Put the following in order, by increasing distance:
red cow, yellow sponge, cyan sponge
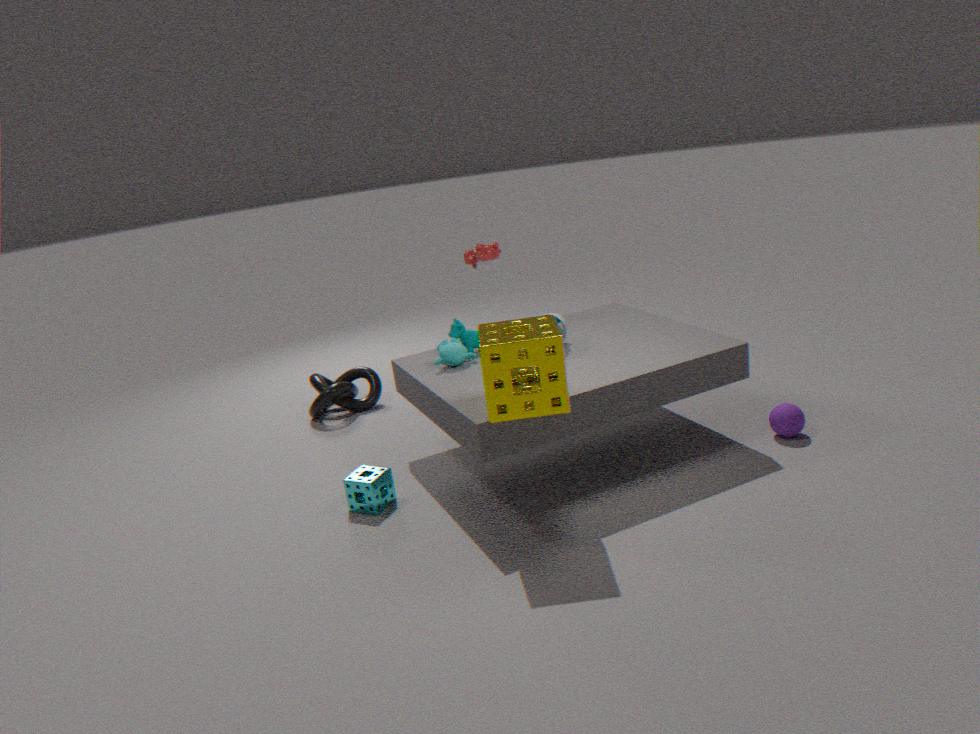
yellow sponge, cyan sponge, red cow
